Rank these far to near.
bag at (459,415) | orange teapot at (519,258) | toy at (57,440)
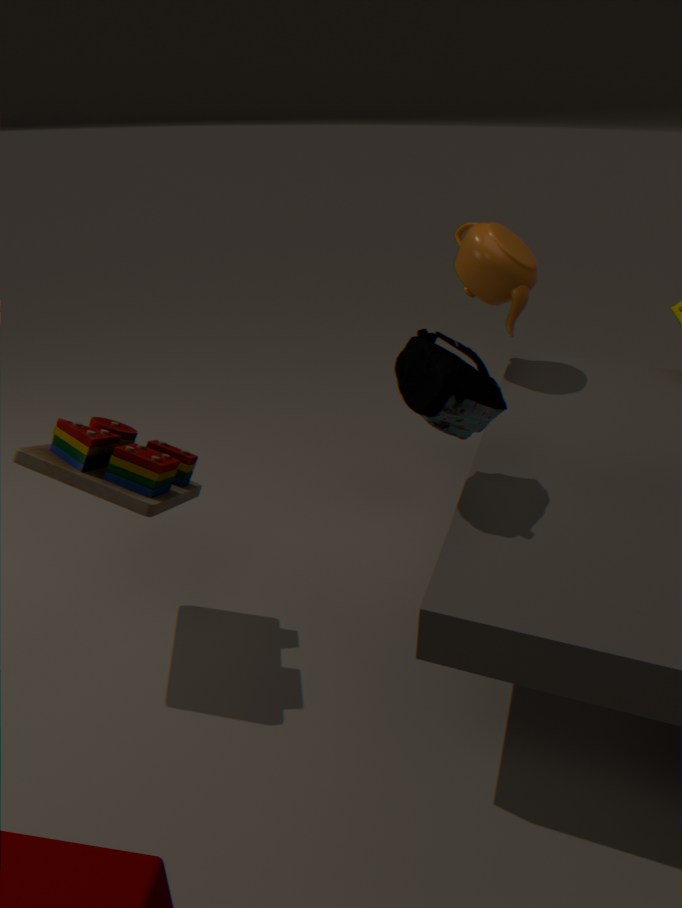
1. orange teapot at (519,258)
2. toy at (57,440)
3. bag at (459,415)
